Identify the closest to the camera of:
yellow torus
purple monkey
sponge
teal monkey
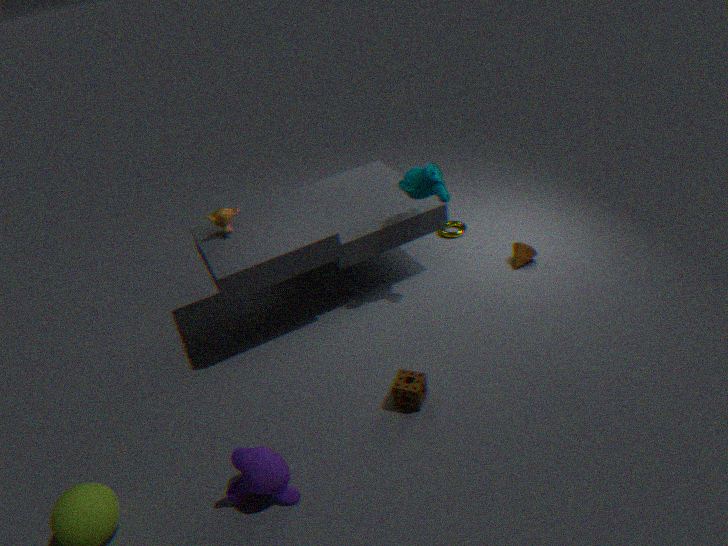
purple monkey
